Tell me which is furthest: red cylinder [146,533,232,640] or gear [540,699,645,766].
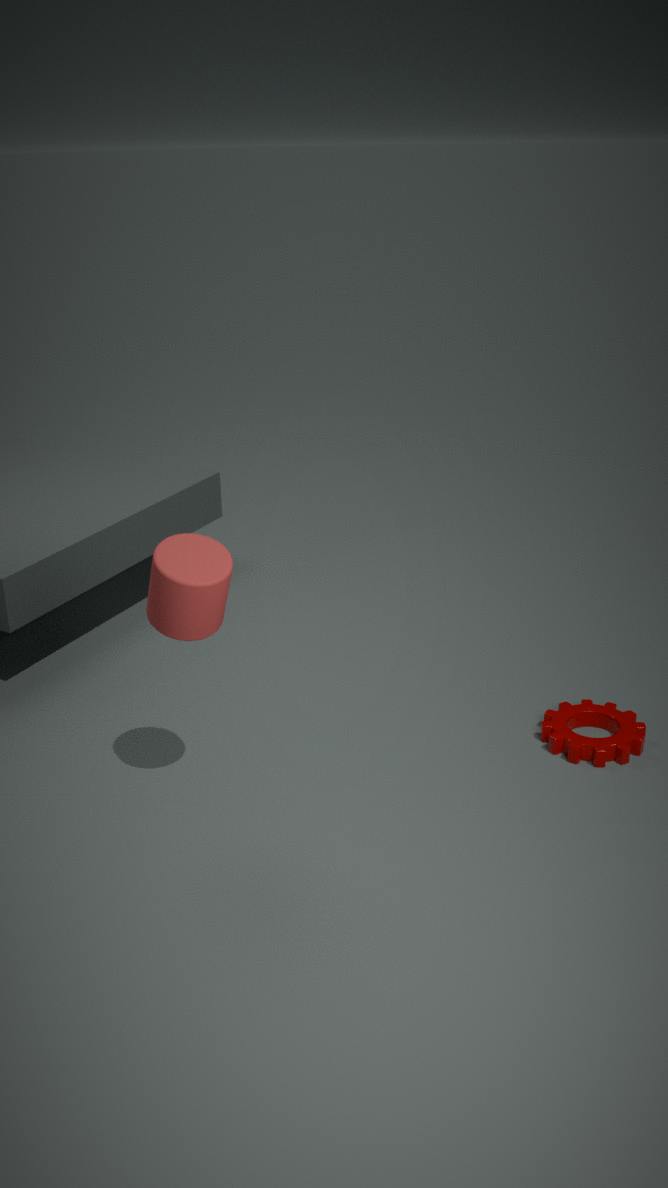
gear [540,699,645,766]
